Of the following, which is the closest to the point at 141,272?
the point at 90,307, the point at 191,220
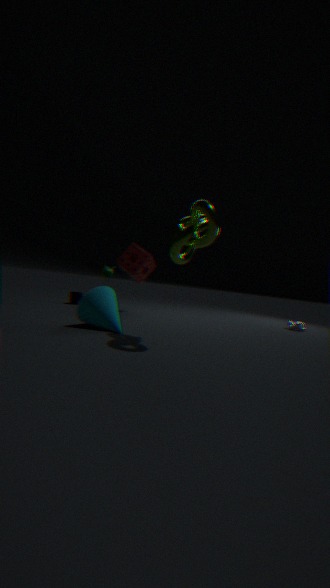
the point at 90,307
